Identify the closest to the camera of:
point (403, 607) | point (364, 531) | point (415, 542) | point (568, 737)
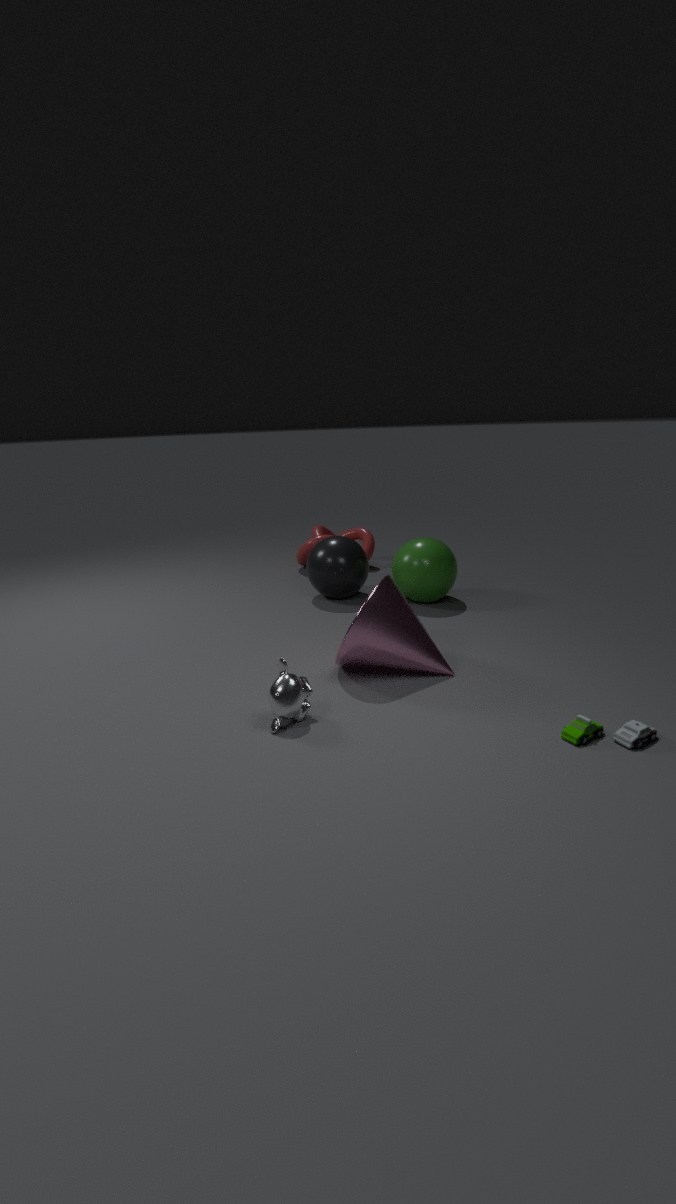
point (568, 737)
